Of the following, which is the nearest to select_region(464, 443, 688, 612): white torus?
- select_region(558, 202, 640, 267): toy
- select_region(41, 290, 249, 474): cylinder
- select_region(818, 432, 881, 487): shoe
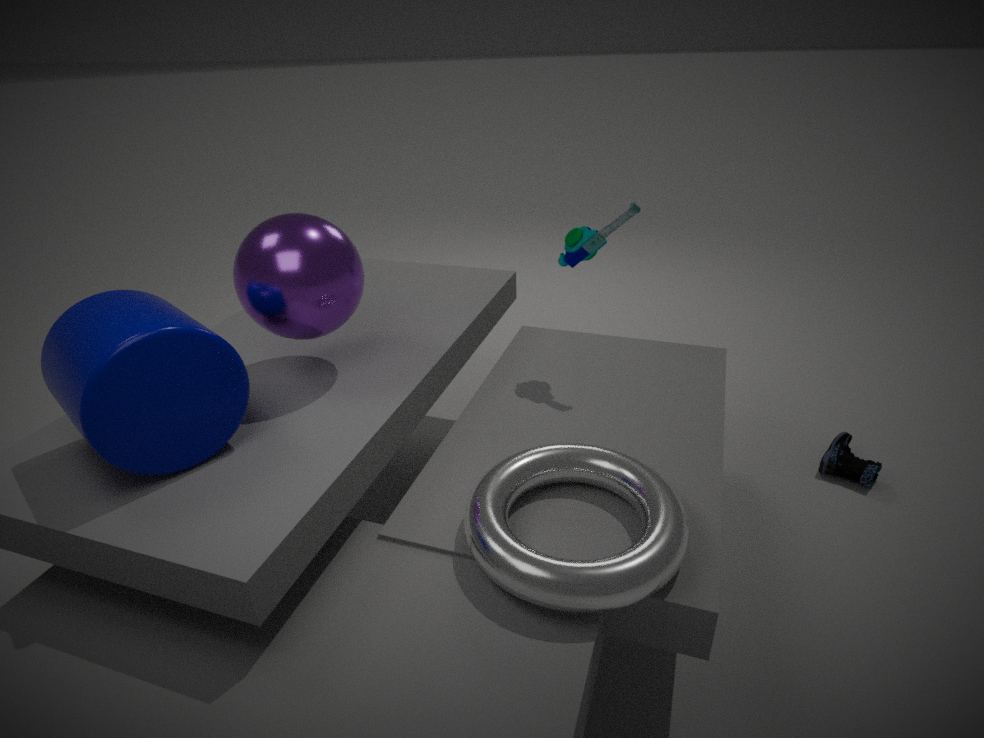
select_region(41, 290, 249, 474): cylinder
